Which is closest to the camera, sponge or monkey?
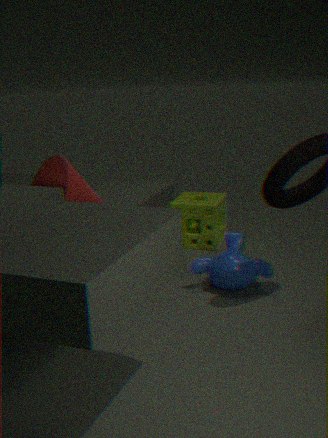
monkey
